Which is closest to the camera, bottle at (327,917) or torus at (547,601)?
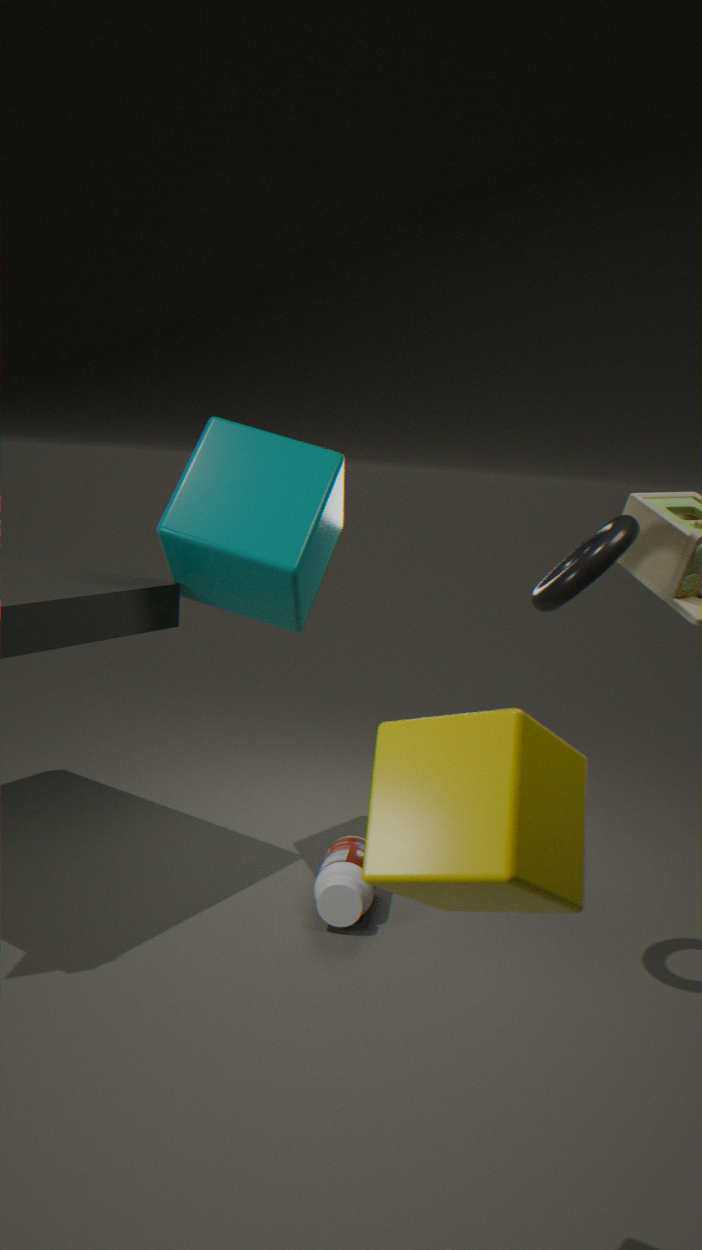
torus at (547,601)
